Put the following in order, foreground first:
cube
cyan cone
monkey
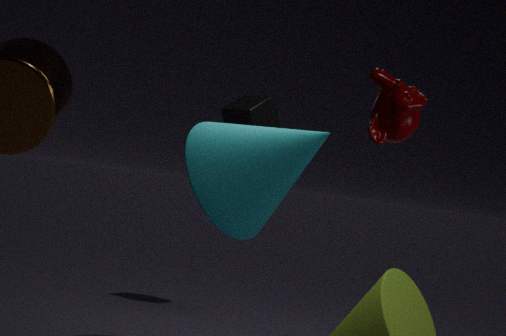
1. monkey
2. cyan cone
3. cube
